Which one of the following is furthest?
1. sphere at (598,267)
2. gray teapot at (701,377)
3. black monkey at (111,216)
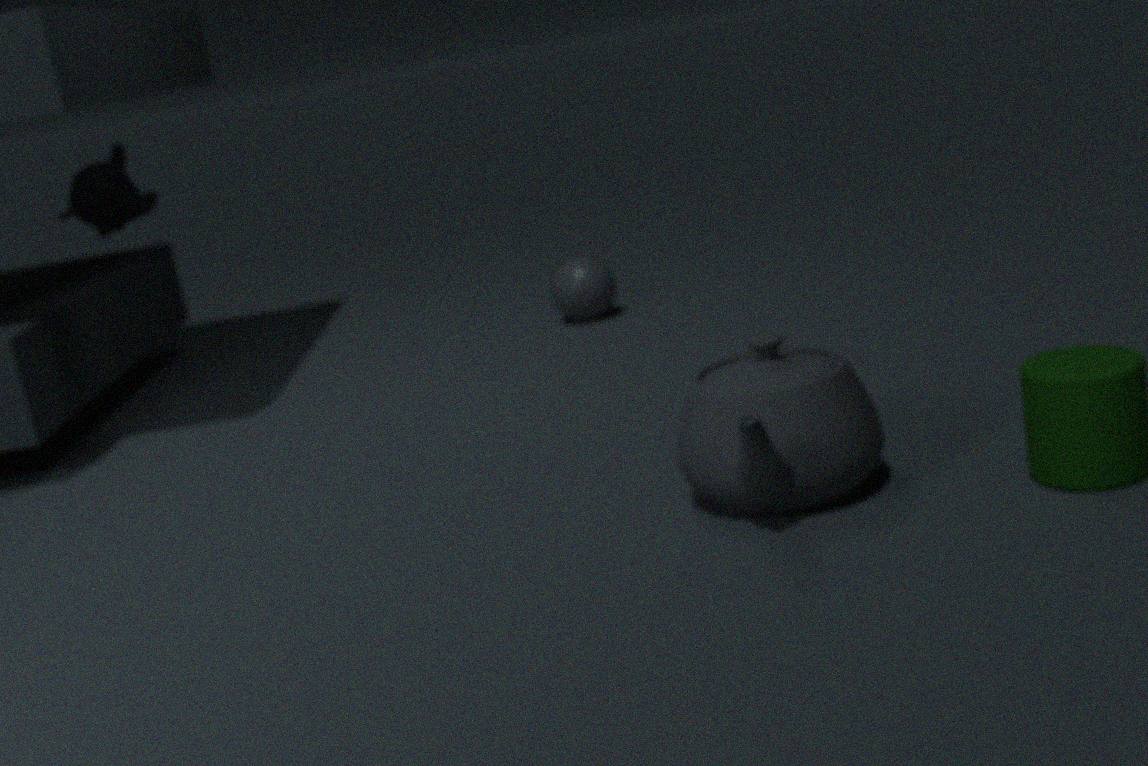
sphere at (598,267)
